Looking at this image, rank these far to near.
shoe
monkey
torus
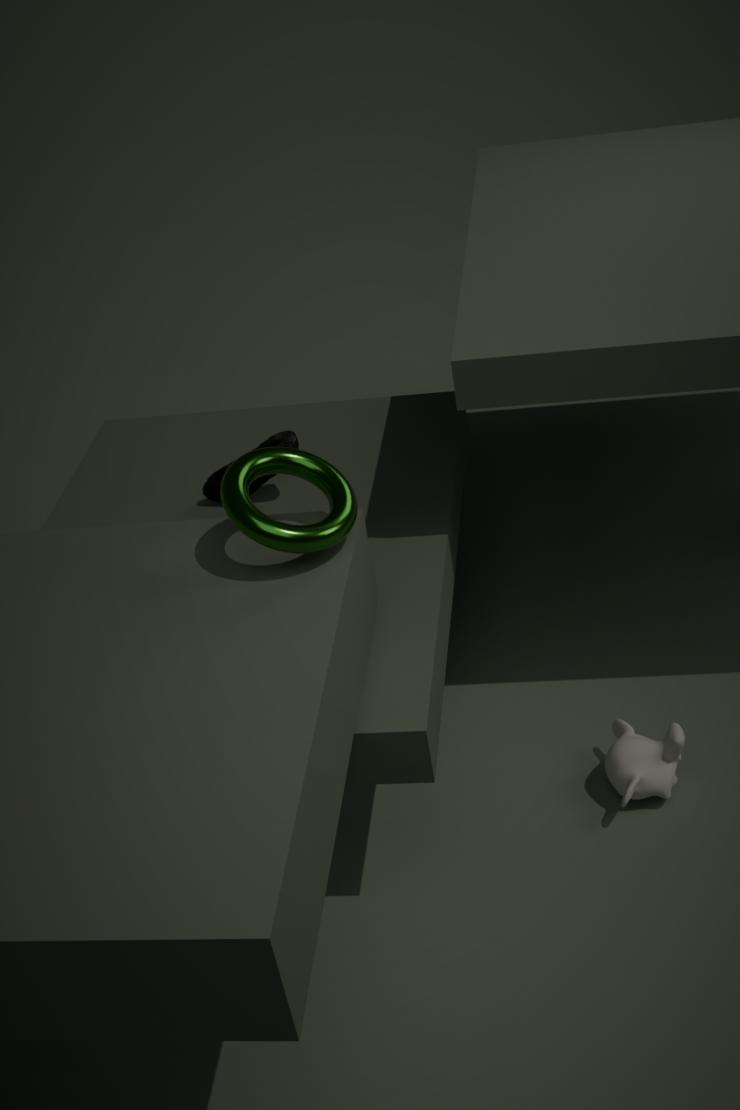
shoe
monkey
torus
